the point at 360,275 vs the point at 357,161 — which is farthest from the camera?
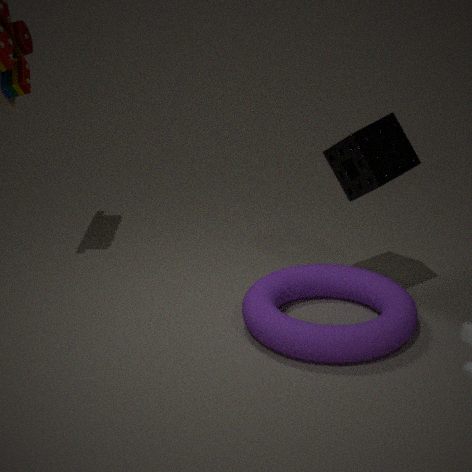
the point at 360,275
